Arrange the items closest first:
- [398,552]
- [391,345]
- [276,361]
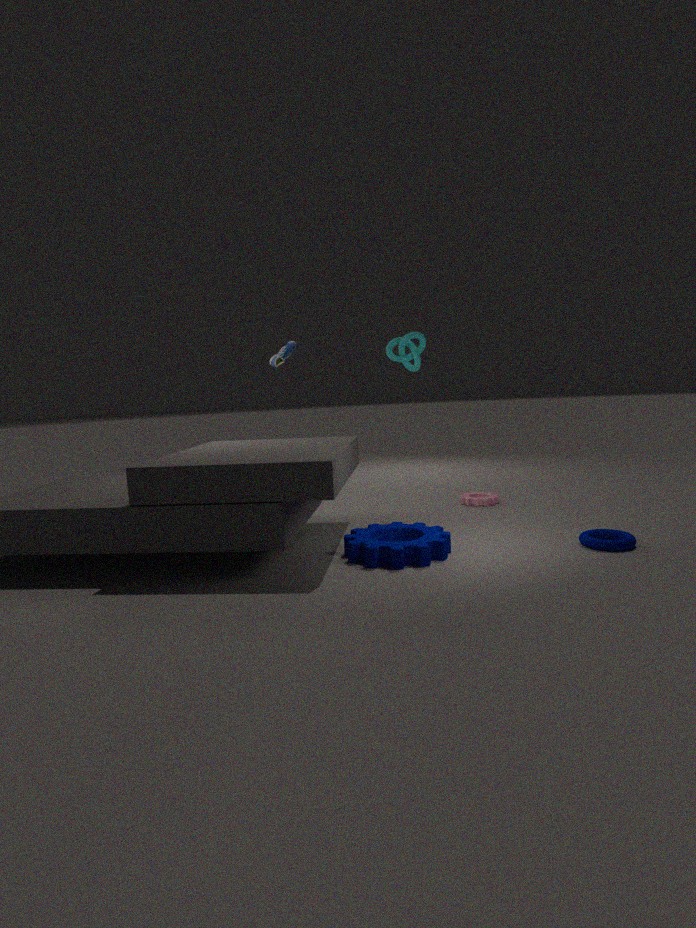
[398,552] < [391,345] < [276,361]
